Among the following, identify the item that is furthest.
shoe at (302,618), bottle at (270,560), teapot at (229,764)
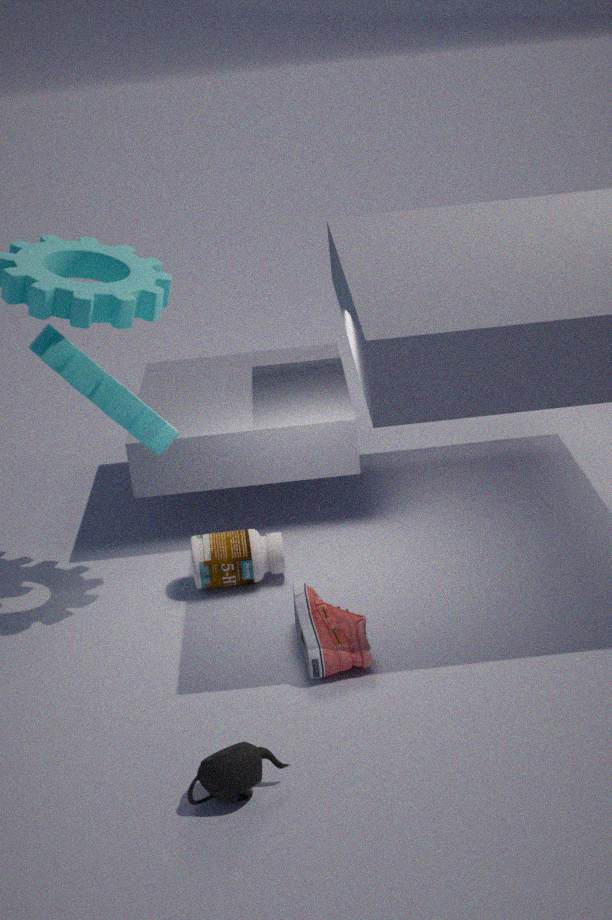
bottle at (270,560)
